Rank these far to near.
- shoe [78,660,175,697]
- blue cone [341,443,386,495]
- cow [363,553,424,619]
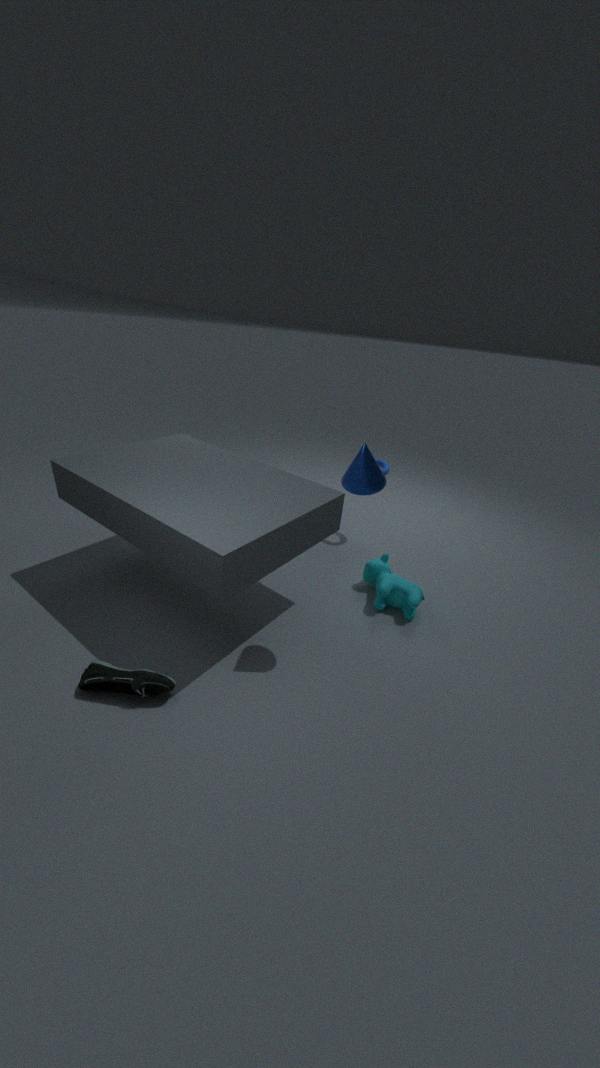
cow [363,553,424,619], shoe [78,660,175,697], blue cone [341,443,386,495]
